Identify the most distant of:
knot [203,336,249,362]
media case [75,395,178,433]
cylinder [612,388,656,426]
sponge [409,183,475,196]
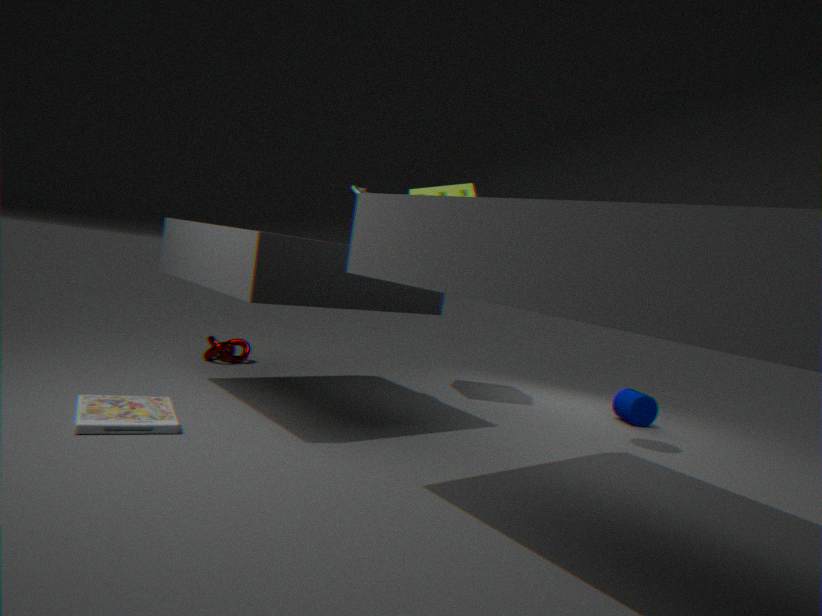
knot [203,336,249,362]
